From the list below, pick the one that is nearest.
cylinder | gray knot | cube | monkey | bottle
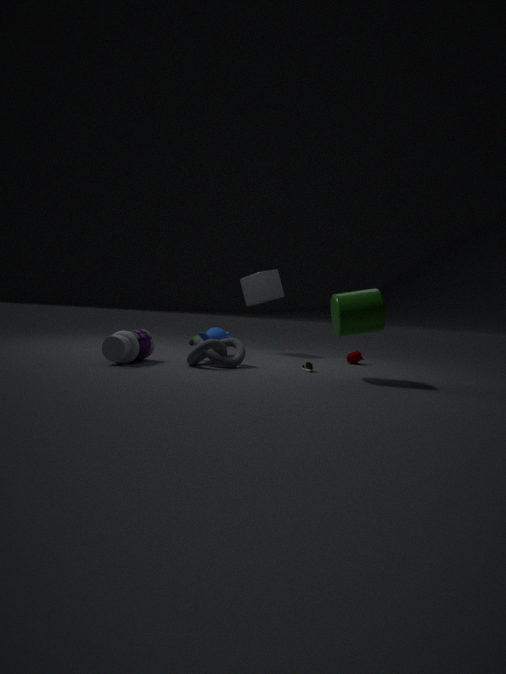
cylinder
